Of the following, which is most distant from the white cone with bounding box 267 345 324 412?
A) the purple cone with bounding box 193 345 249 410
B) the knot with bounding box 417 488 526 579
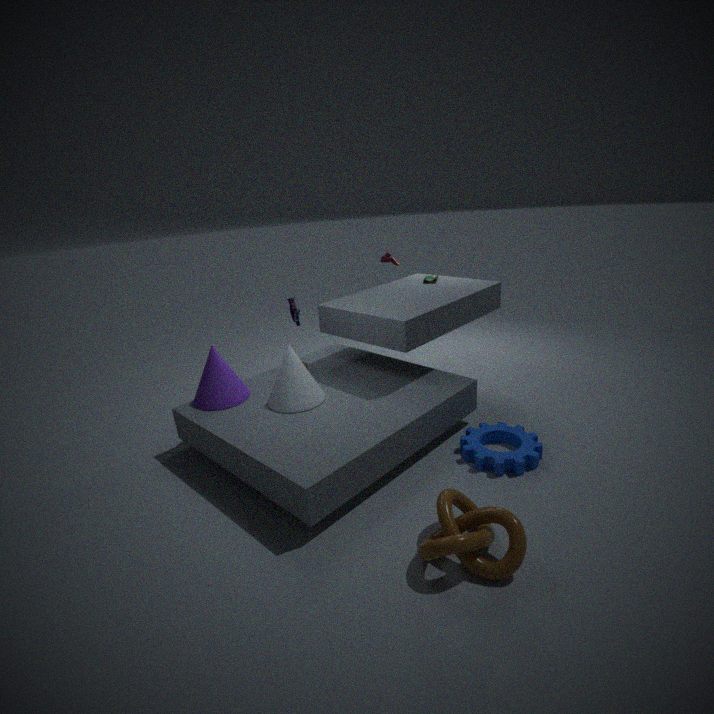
the knot with bounding box 417 488 526 579
